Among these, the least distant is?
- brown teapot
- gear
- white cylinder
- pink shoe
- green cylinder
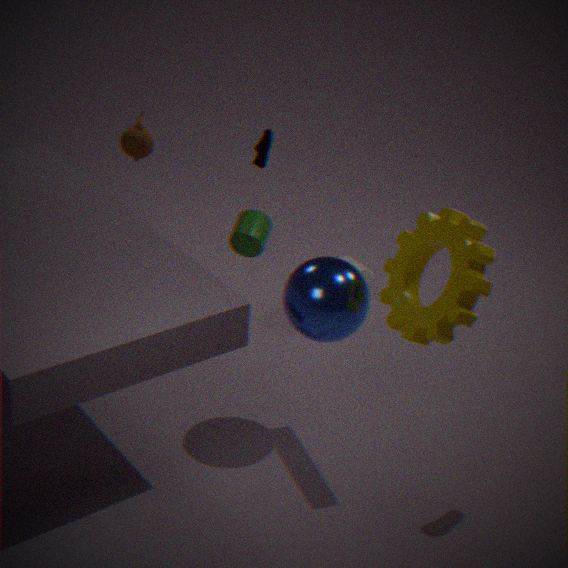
→ gear
